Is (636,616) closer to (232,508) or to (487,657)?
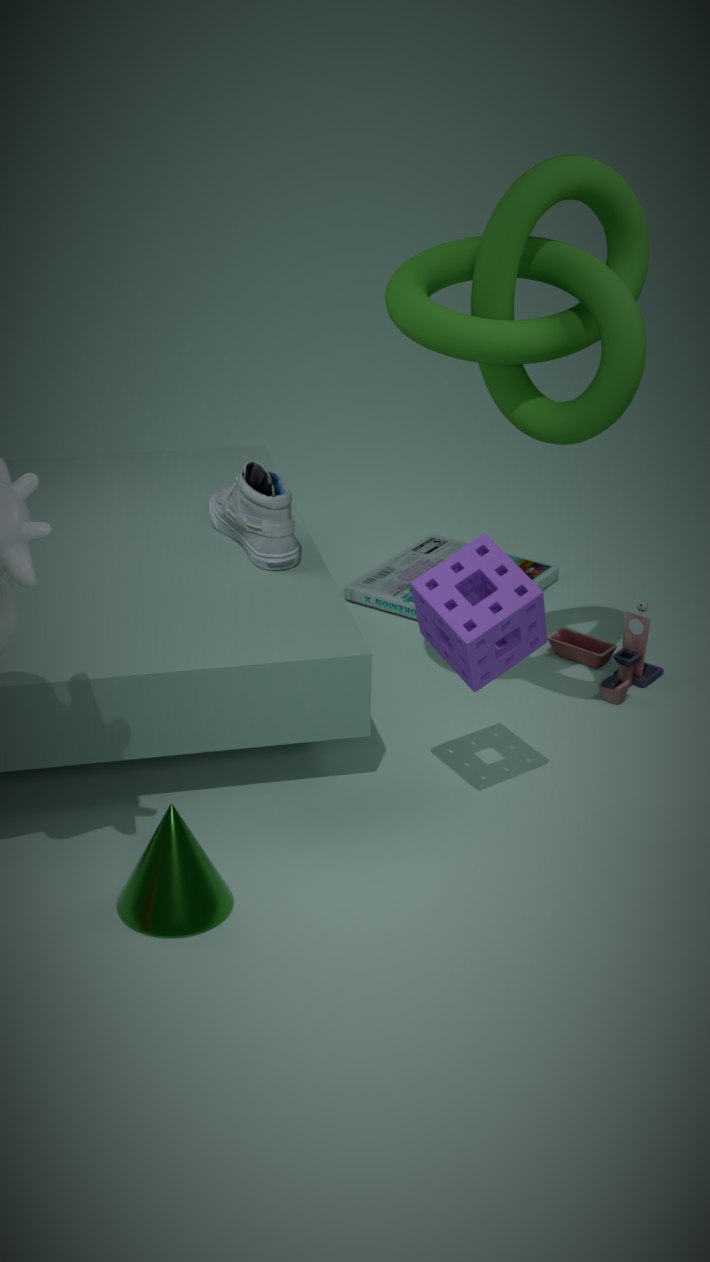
(487,657)
